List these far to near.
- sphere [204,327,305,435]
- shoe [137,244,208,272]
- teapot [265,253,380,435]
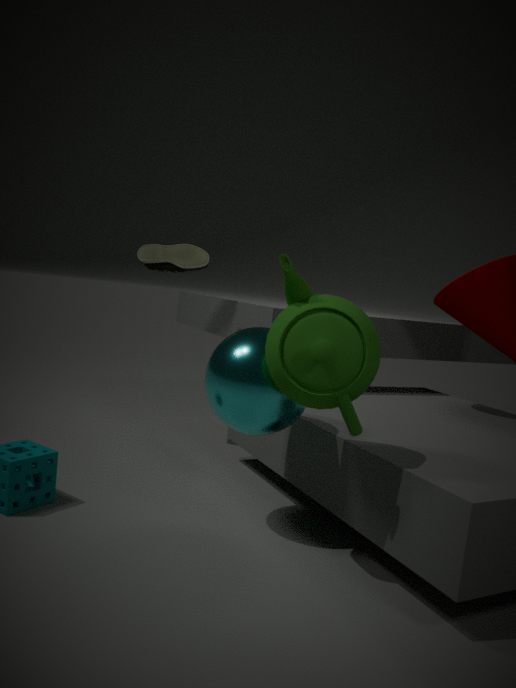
shoe [137,244,208,272] < sphere [204,327,305,435] < teapot [265,253,380,435]
